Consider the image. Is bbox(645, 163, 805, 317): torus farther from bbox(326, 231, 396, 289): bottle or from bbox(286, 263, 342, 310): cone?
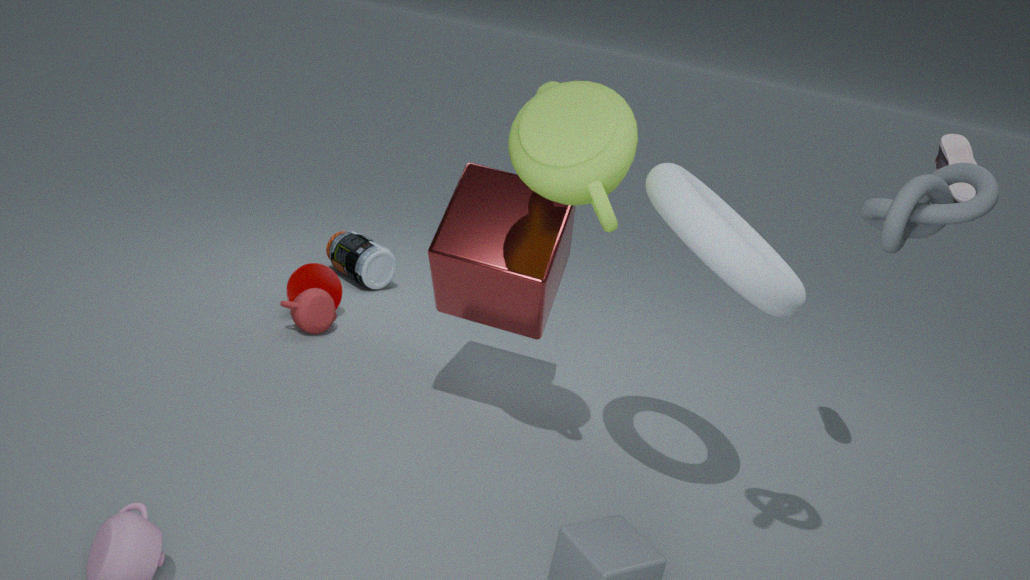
bbox(326, 231, 396, 289): bottle
